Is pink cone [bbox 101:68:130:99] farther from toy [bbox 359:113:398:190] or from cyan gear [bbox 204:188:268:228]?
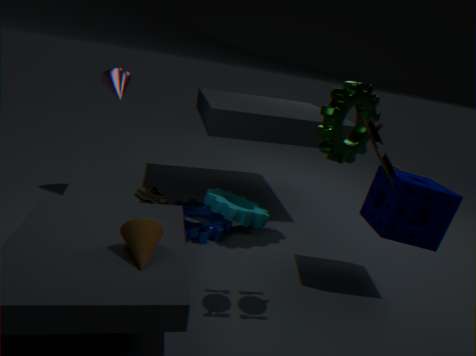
toy [bbox 359:113:398:190]
